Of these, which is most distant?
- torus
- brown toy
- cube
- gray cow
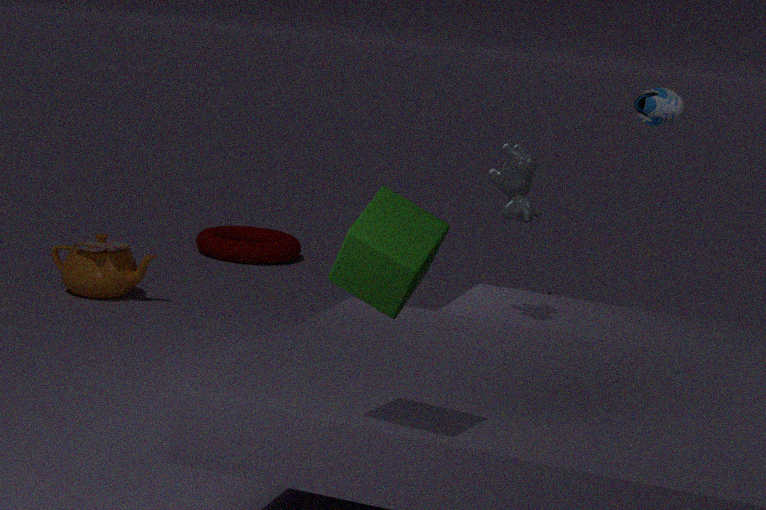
torus
